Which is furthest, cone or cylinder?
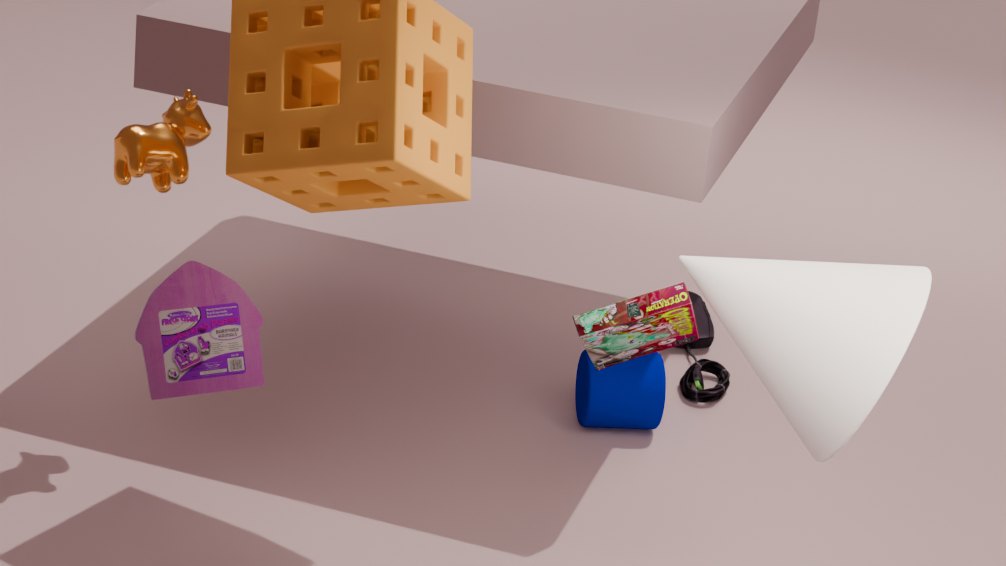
cylinder
